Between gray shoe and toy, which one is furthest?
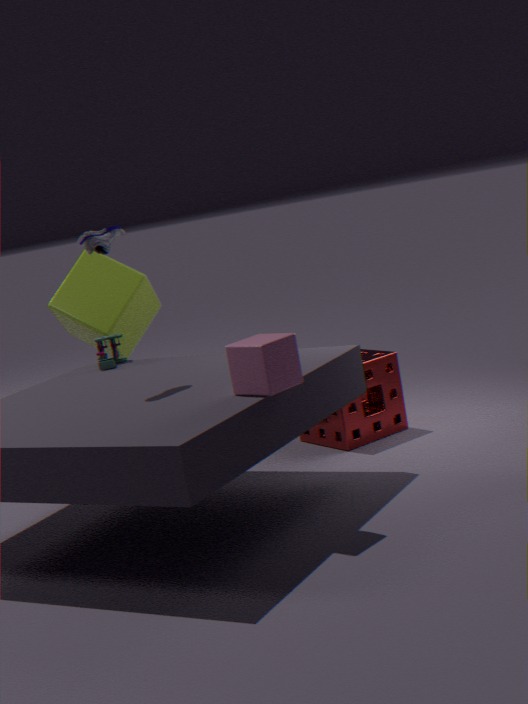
toy
